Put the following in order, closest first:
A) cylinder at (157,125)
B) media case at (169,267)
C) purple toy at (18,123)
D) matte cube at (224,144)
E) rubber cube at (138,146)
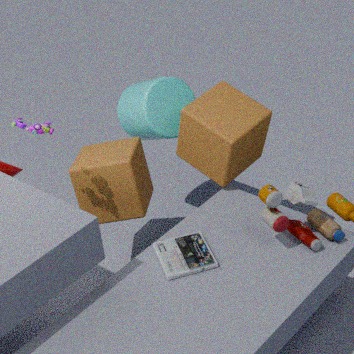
media case at (169,267)
purple toy at (18,123)
matte cube at (224,144)
rubber cube at (138,146)
cylinder at (157,125)
